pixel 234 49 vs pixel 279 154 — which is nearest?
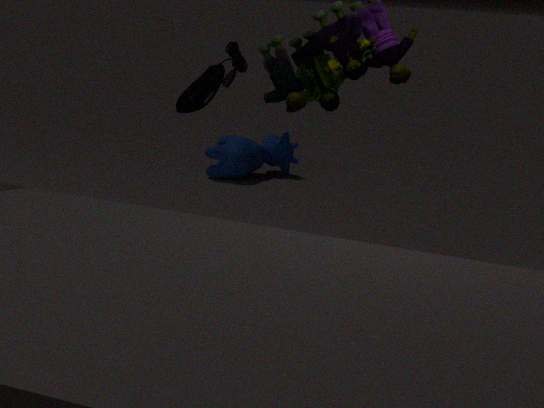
pixel 234 49
